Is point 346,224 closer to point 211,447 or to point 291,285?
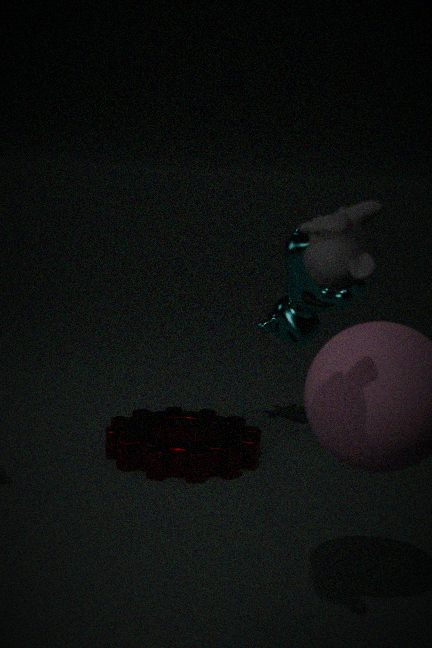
point 211,447
